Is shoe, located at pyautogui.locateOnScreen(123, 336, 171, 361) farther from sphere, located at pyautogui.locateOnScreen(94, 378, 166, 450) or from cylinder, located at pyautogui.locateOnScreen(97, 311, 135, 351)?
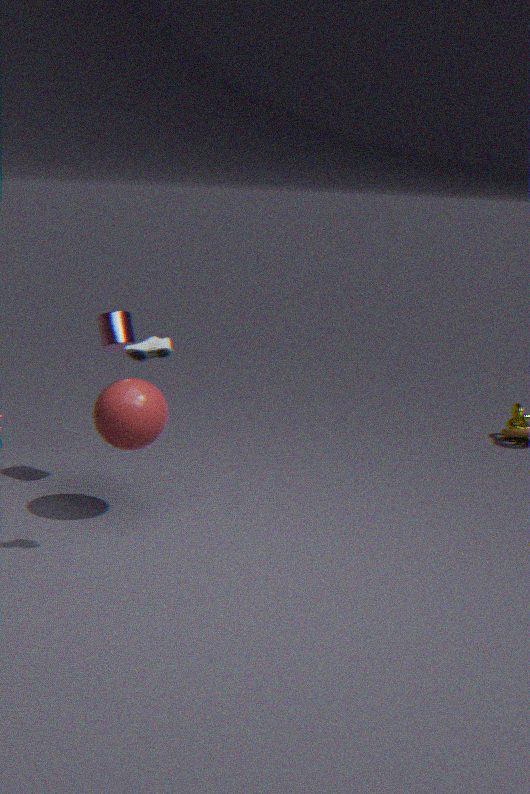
cylinder, located at pyautogui.locateOnScreen(97, 311, 135, 351)
